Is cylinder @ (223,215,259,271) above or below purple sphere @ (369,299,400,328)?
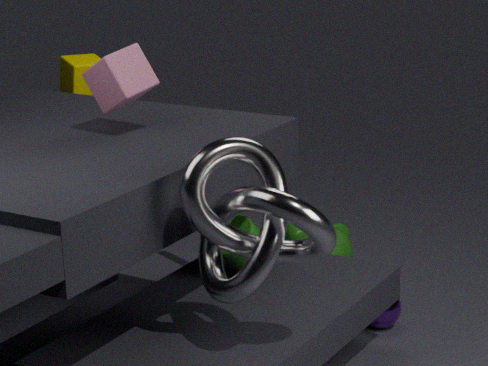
above
